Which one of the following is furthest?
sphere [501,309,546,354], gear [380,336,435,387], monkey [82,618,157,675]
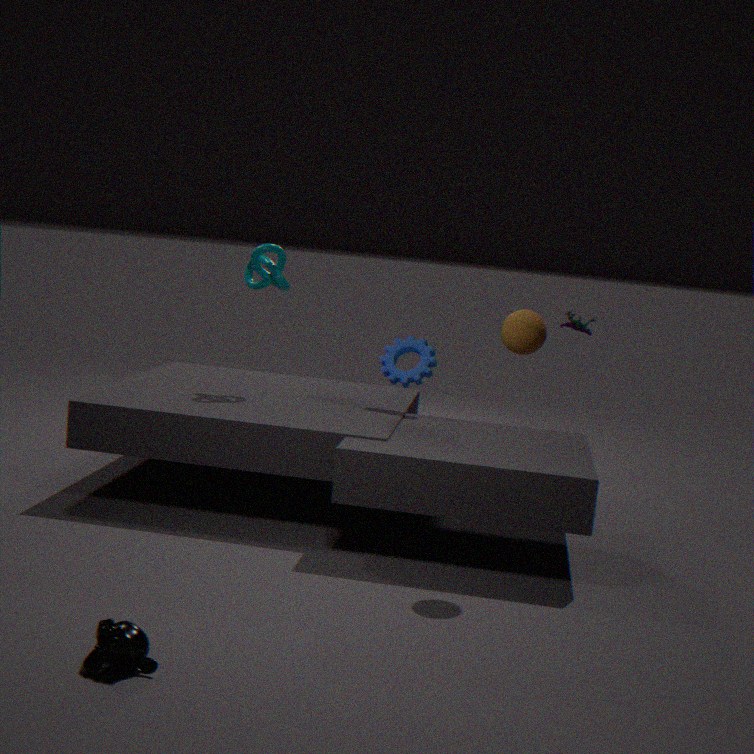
gear [380,336,435,387]
